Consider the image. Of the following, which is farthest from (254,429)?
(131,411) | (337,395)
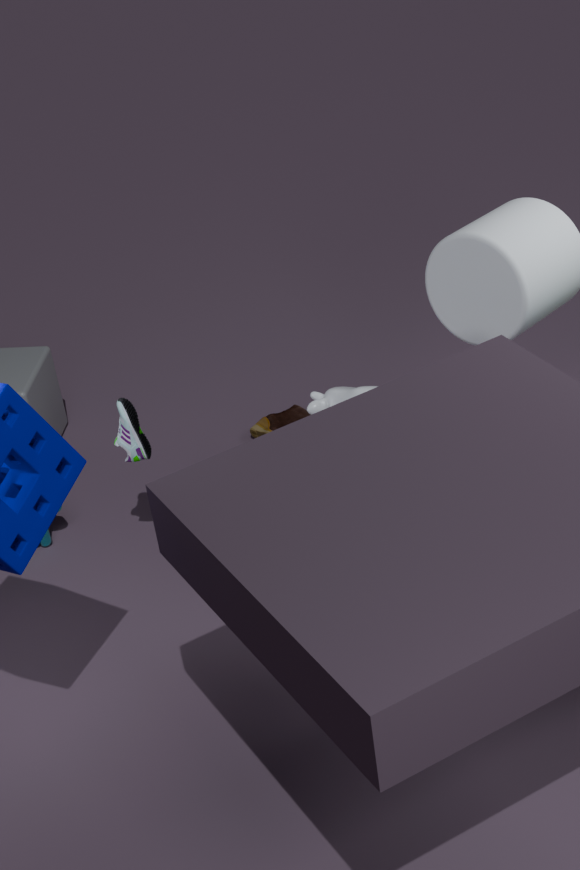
(337,395)
